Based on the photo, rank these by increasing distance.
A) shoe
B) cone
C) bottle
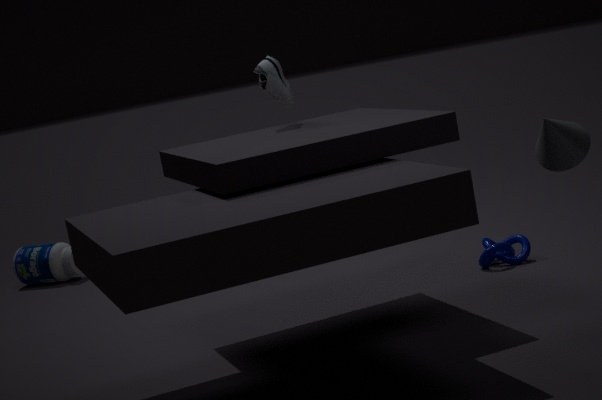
1. cone
2. shoe
3. bottle
